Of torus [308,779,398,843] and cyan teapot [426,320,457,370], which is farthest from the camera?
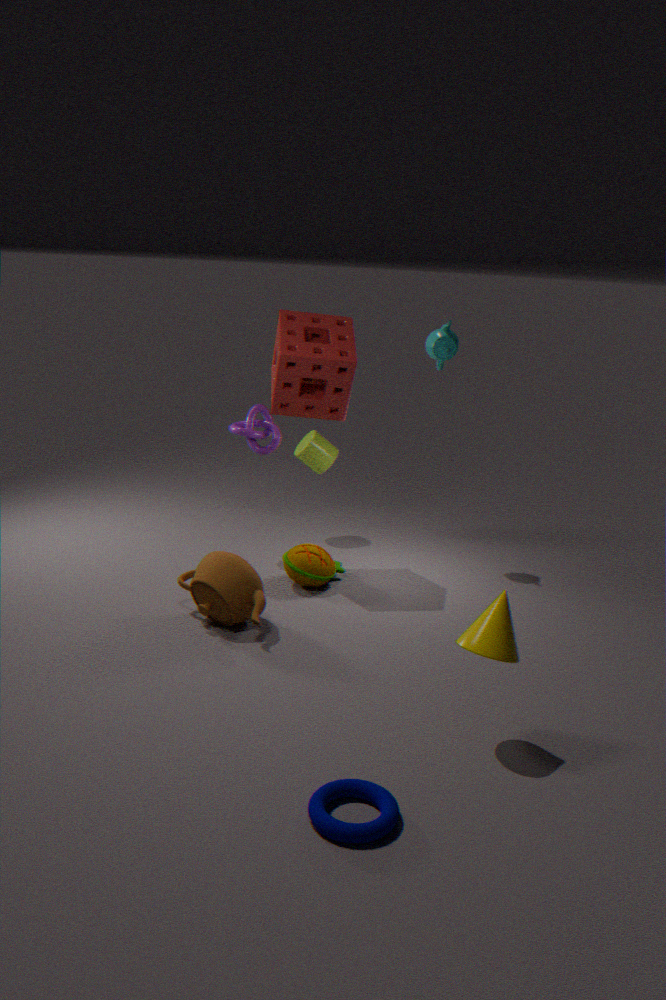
cyan teapot [426,320,457,370]
